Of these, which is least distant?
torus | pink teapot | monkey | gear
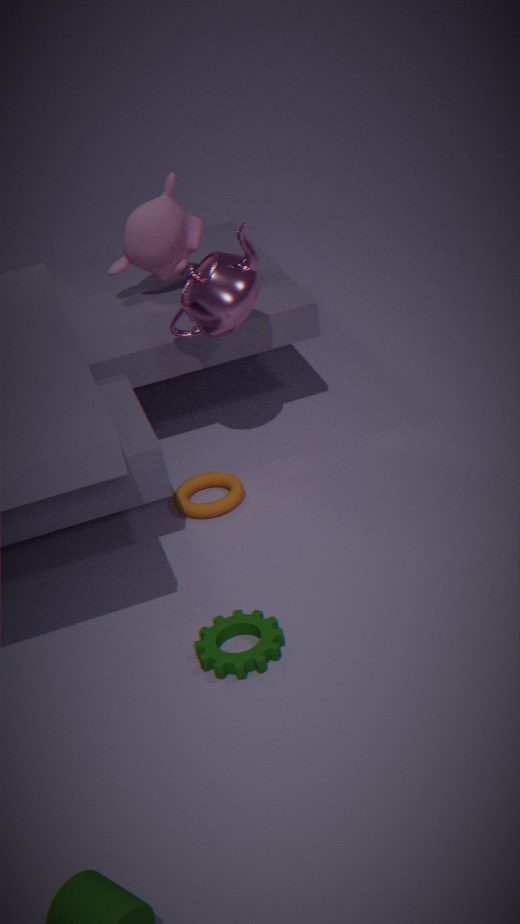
gear
